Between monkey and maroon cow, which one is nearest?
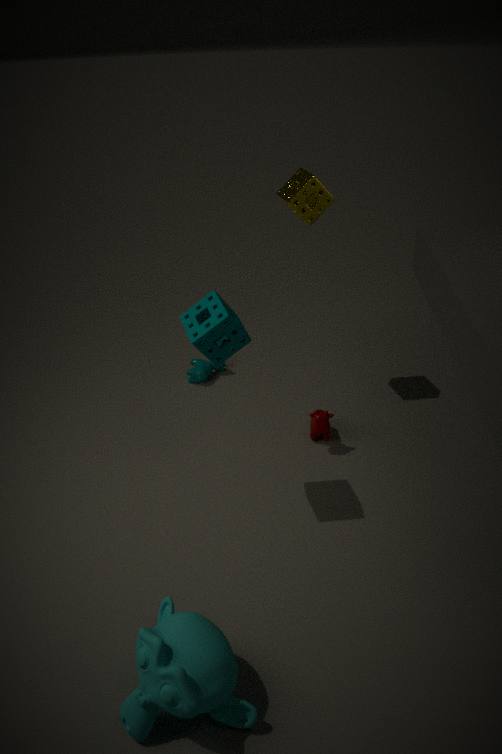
monkey
